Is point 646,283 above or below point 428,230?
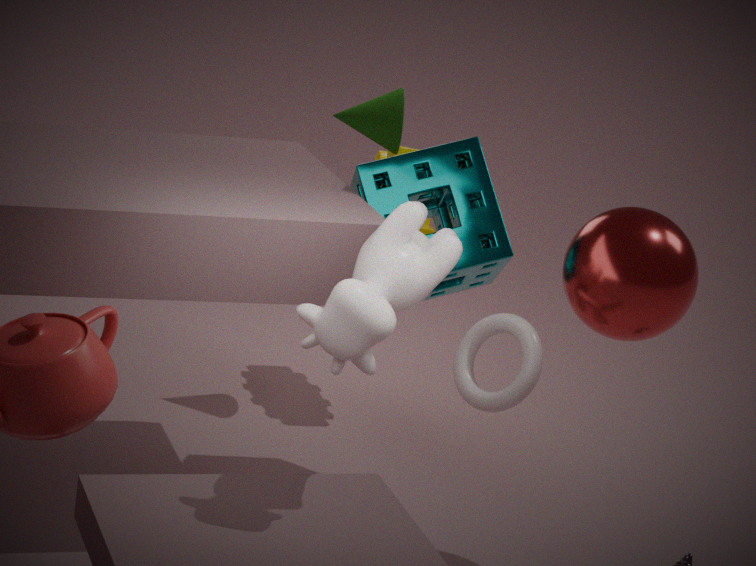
above
